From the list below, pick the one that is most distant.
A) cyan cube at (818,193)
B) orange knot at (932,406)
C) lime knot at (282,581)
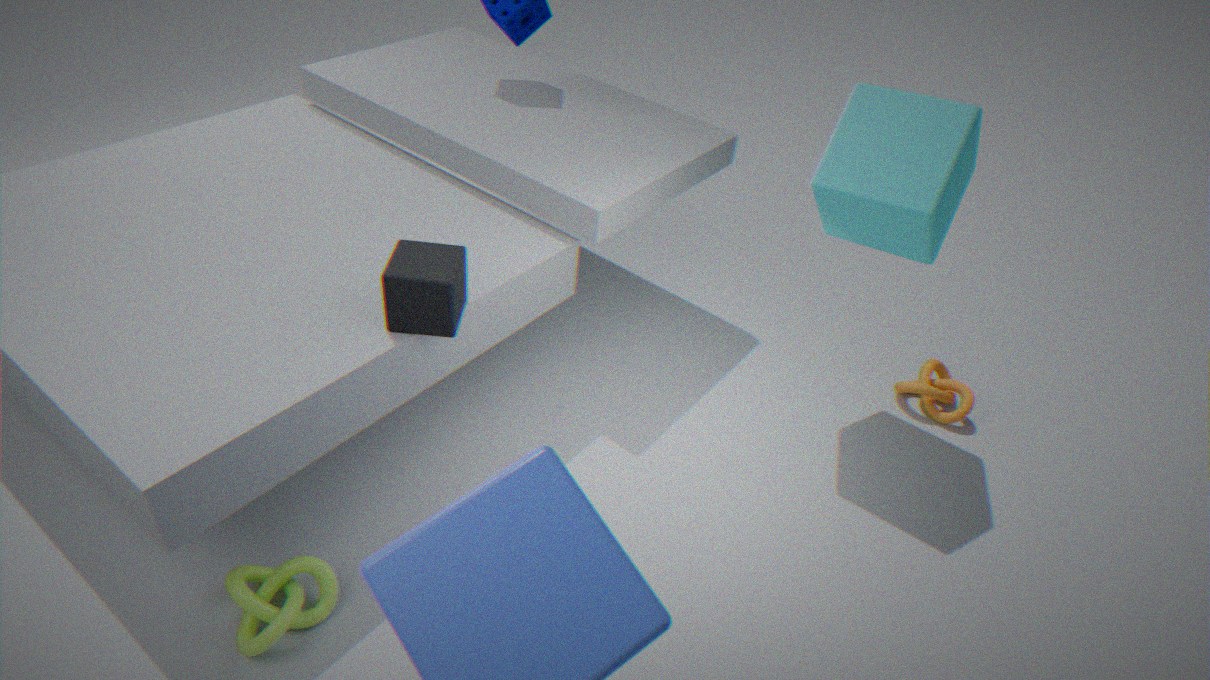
orange knot at (932,406)
